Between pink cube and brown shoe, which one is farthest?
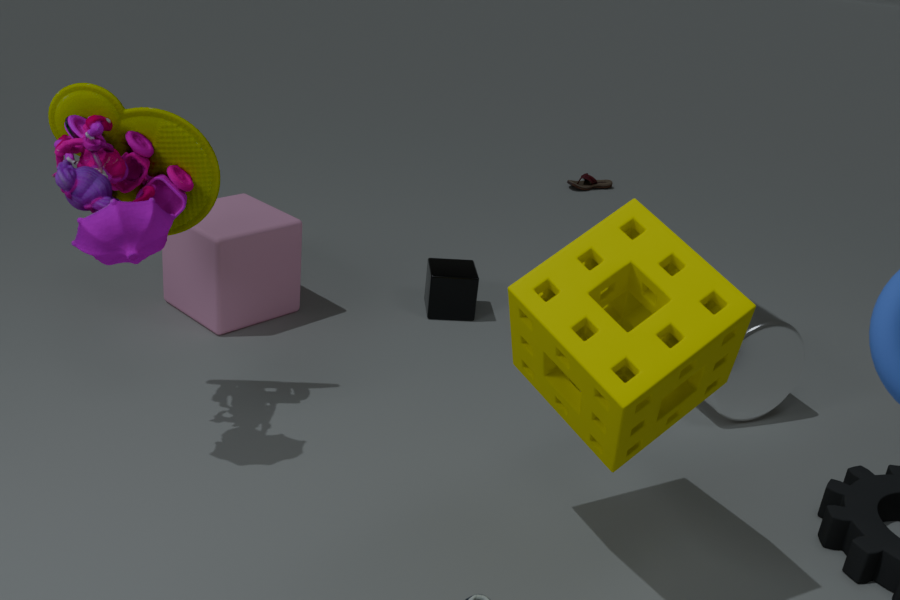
brown shoe
